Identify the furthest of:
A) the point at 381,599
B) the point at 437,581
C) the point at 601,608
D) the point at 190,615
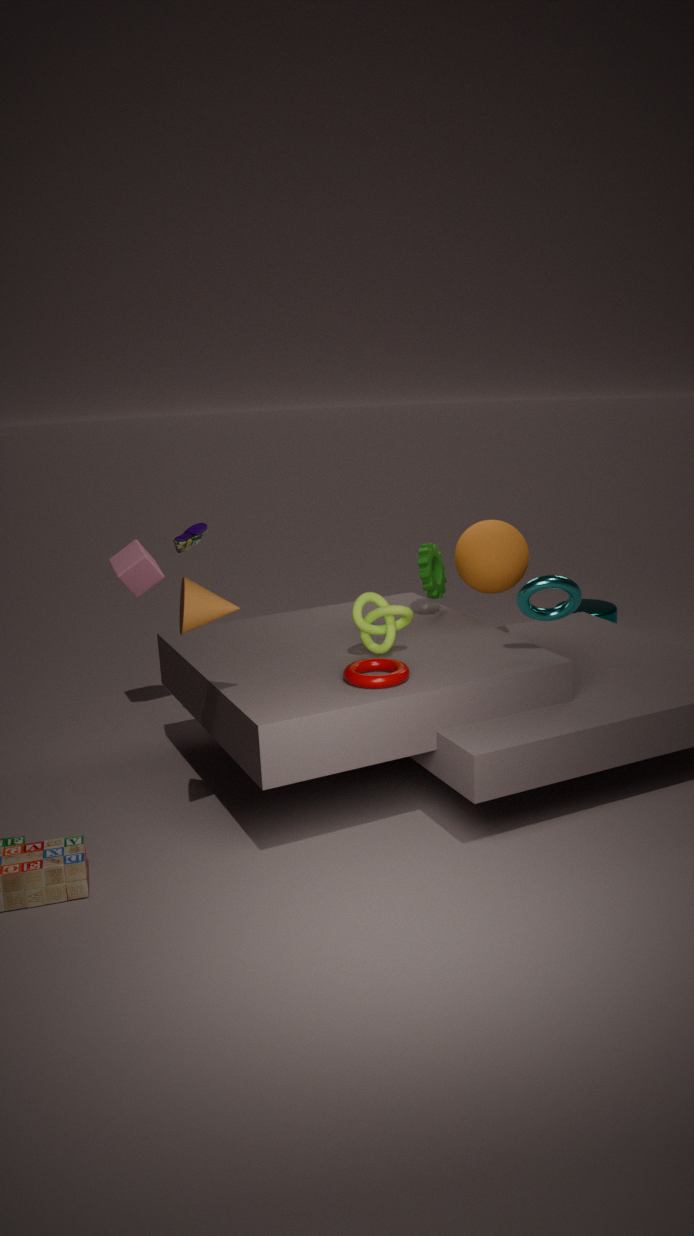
C. the point at 601,608
